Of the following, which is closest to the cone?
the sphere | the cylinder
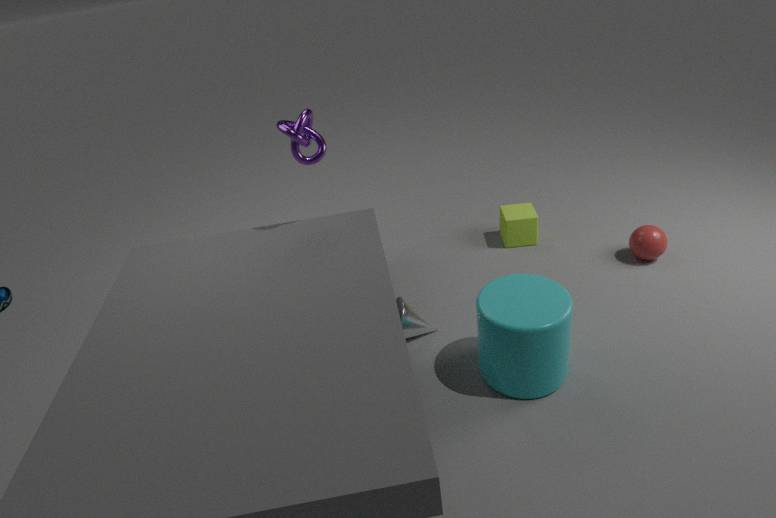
the cylinder
